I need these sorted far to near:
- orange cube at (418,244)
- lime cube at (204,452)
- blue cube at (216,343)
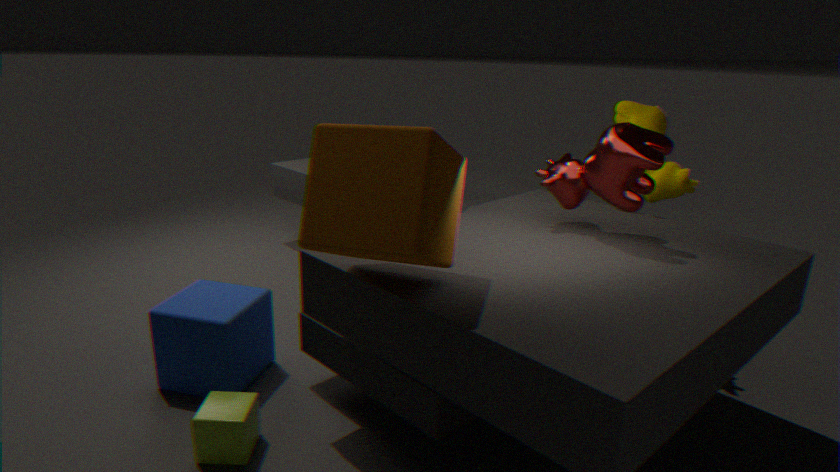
Answer: blue cube at (216,343)
lime cube at (204,452)
orange cube at (418,244)
